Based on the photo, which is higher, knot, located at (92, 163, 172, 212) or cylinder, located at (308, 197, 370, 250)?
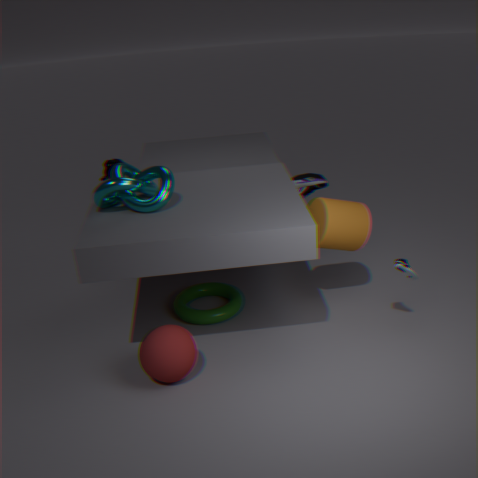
knot, located at (92, 163, 172, 212)
